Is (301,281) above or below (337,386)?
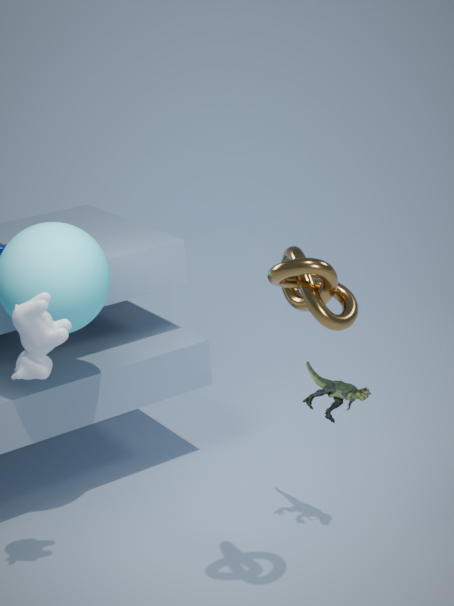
above
